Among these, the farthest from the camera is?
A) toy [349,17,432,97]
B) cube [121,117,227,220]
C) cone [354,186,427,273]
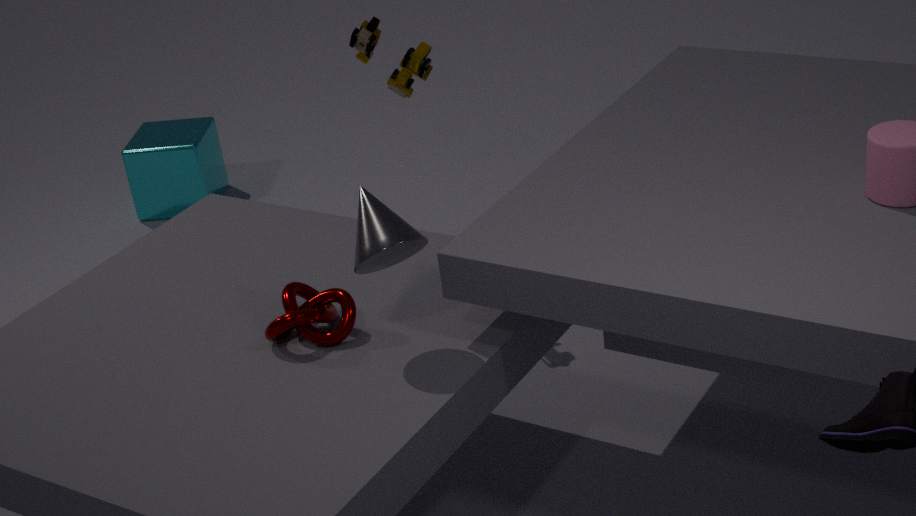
cube [121,117,227,220]
